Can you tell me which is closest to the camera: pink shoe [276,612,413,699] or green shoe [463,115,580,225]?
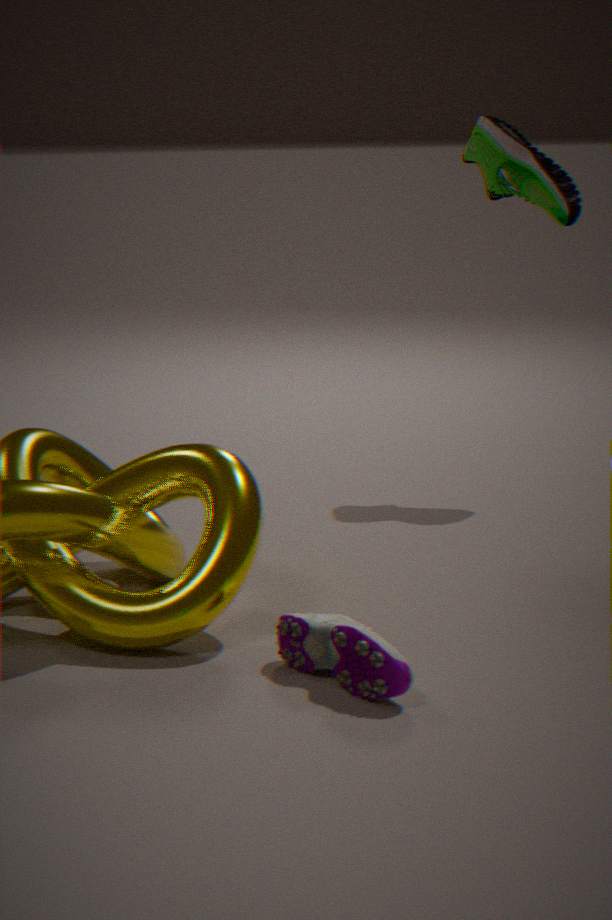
pink shoe [276,612,413,699]
